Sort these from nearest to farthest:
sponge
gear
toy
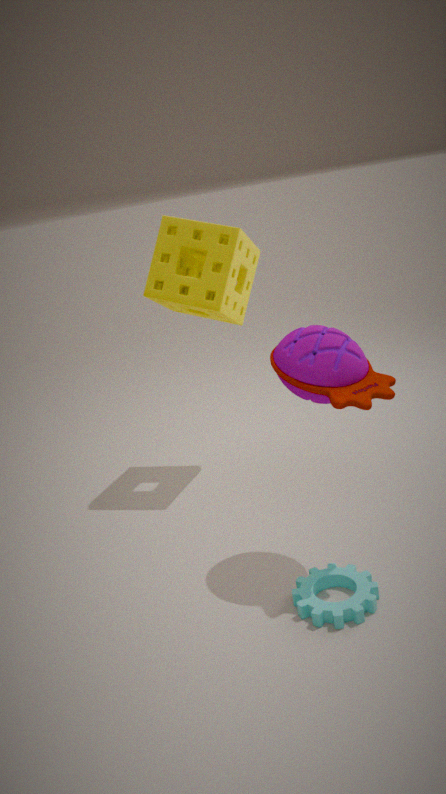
gear, toy, sponge
